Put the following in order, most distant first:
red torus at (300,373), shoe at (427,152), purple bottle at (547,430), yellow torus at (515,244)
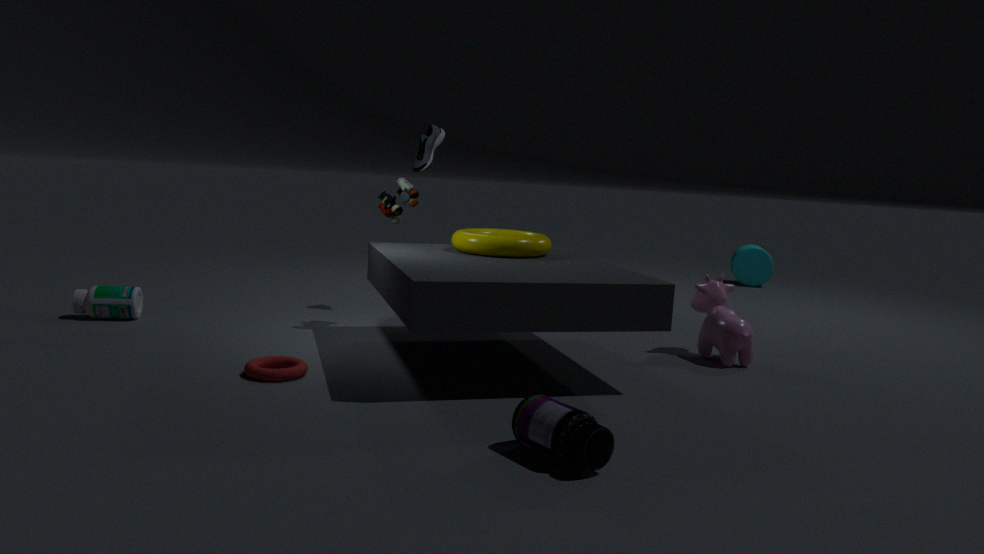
shoe at (427,152)
yellow torus at (515,244)
red torus at (300,373)
purple bottle at (547,430)
